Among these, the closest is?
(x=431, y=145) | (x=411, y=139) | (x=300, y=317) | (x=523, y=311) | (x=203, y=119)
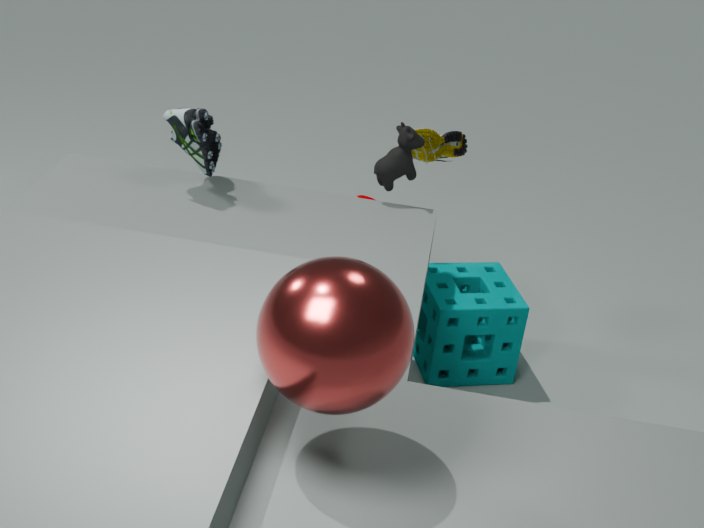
(x=300, y=317)
